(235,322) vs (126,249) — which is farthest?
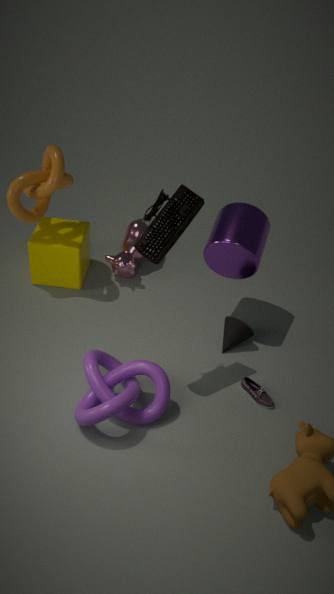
(126,249)
